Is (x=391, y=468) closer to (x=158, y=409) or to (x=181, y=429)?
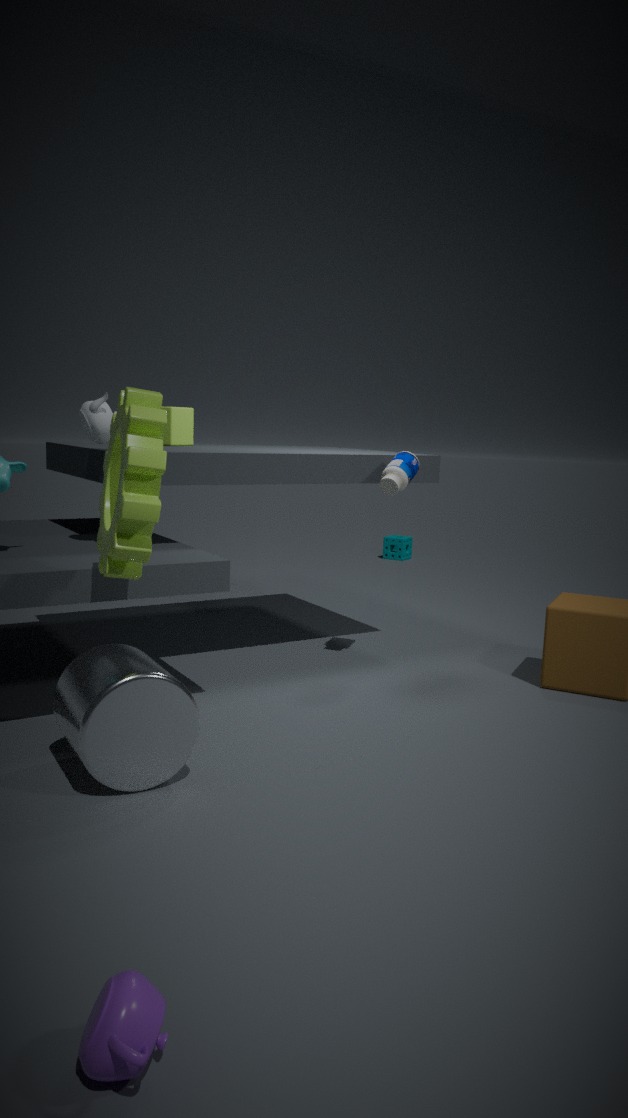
(x=181, y=429)
